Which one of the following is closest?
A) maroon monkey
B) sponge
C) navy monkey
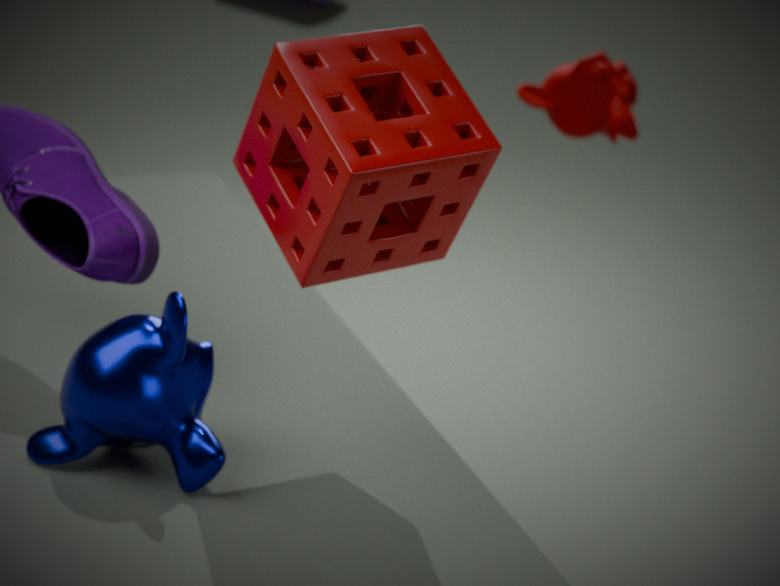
sponge
